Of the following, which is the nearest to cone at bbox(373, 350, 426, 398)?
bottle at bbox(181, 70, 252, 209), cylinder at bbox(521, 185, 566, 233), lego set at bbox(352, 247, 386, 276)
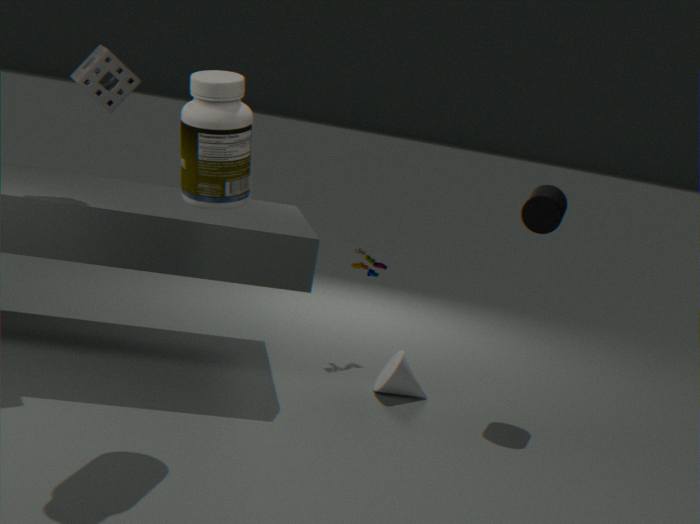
lego set at bbox(352, 247, 386, 276)
